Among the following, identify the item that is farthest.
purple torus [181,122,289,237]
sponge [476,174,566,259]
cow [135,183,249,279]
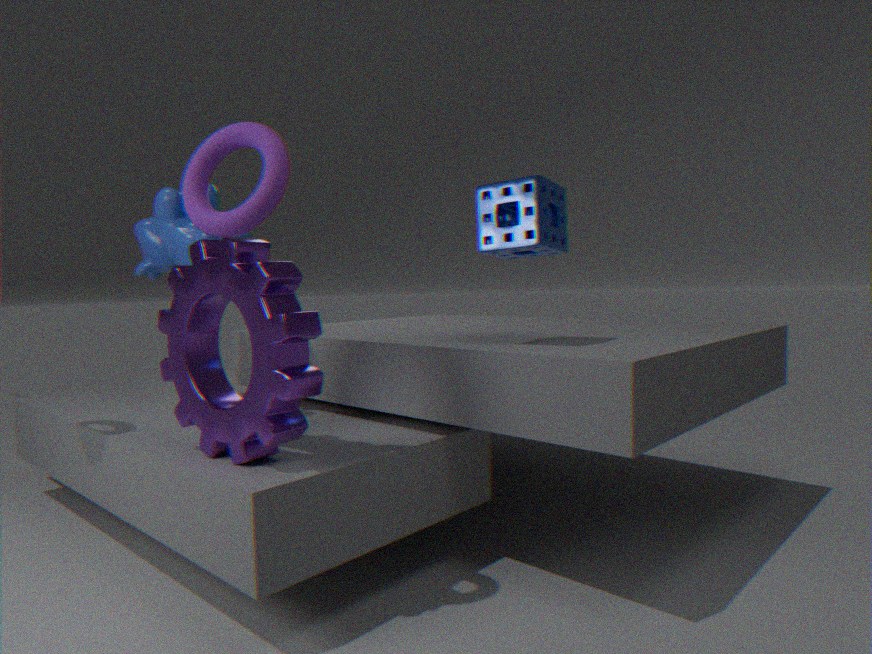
cow [135,183,249,279]
